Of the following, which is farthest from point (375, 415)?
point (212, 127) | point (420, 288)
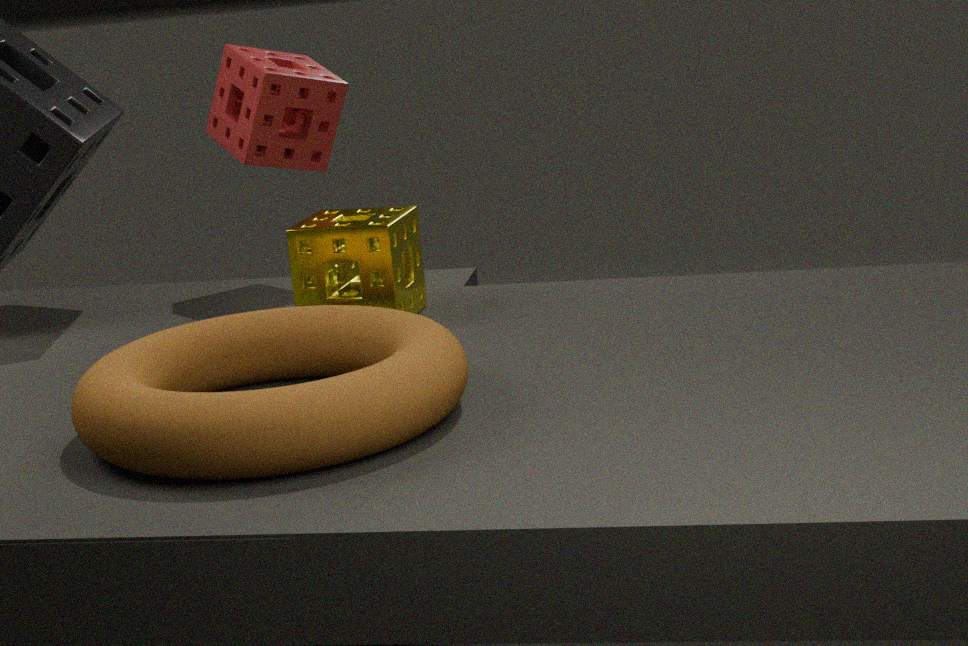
point (212, 127)
